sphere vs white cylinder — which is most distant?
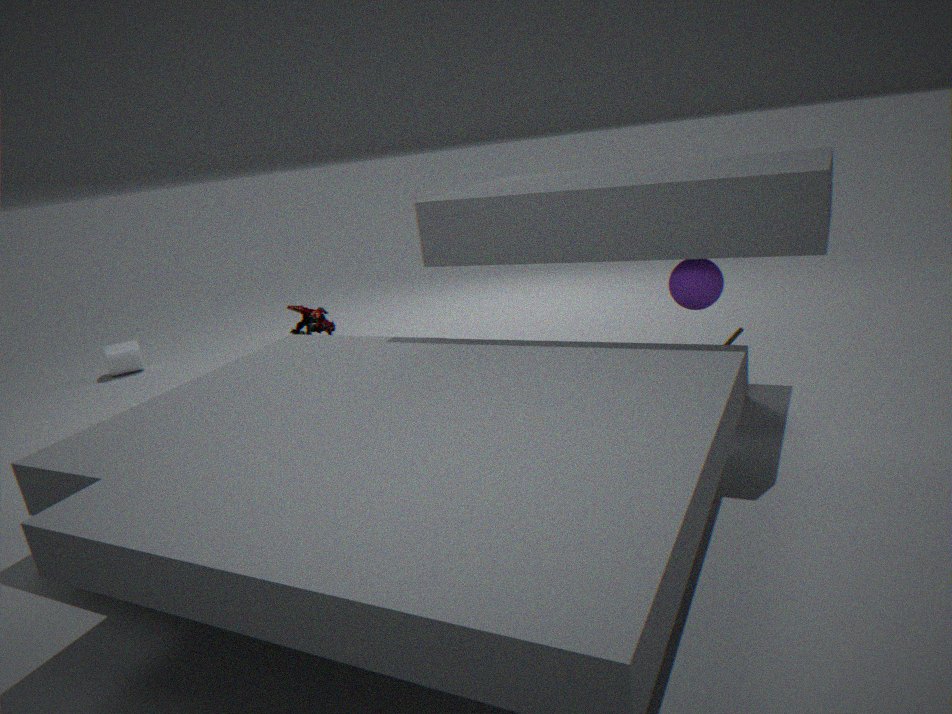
white cylinder
